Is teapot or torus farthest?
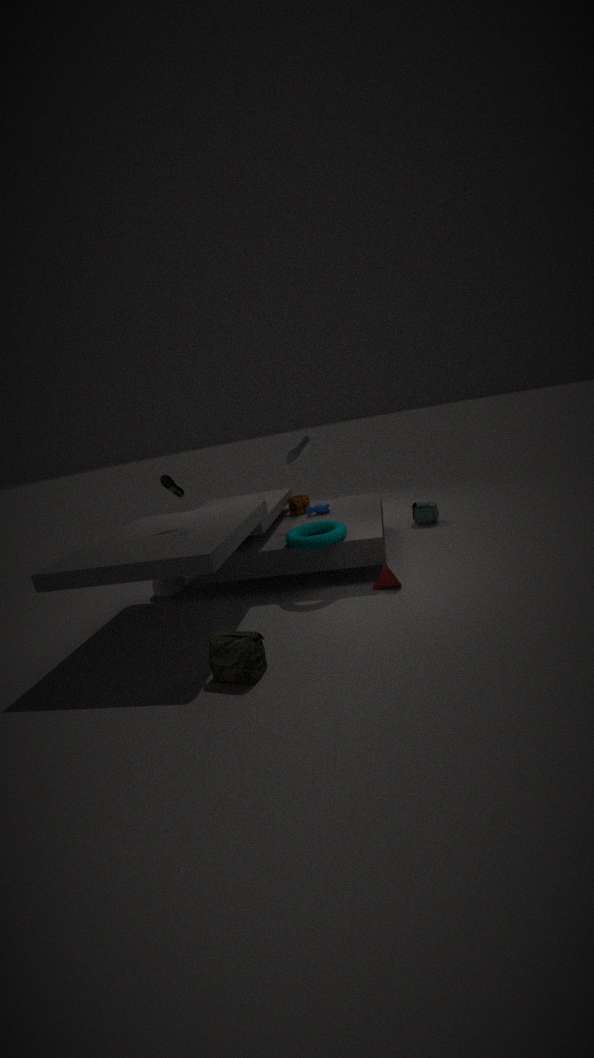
teapot
